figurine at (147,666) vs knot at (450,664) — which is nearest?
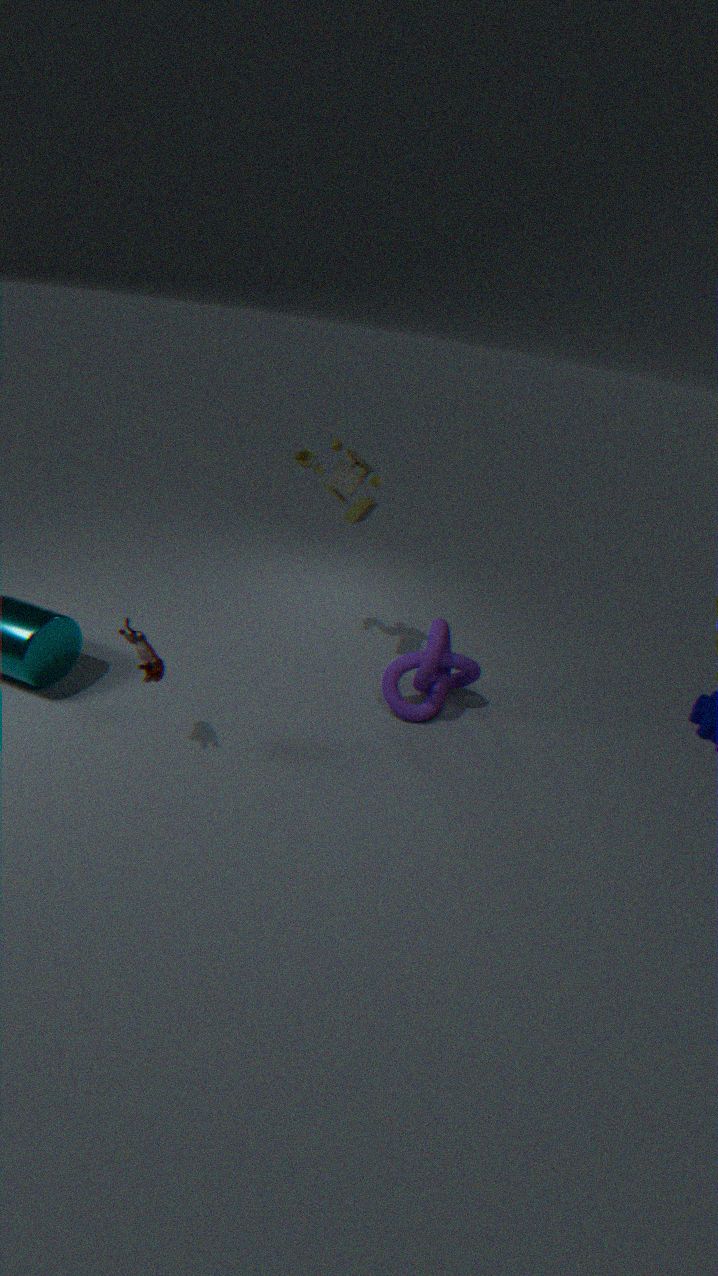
A: figurine at (147,666)
